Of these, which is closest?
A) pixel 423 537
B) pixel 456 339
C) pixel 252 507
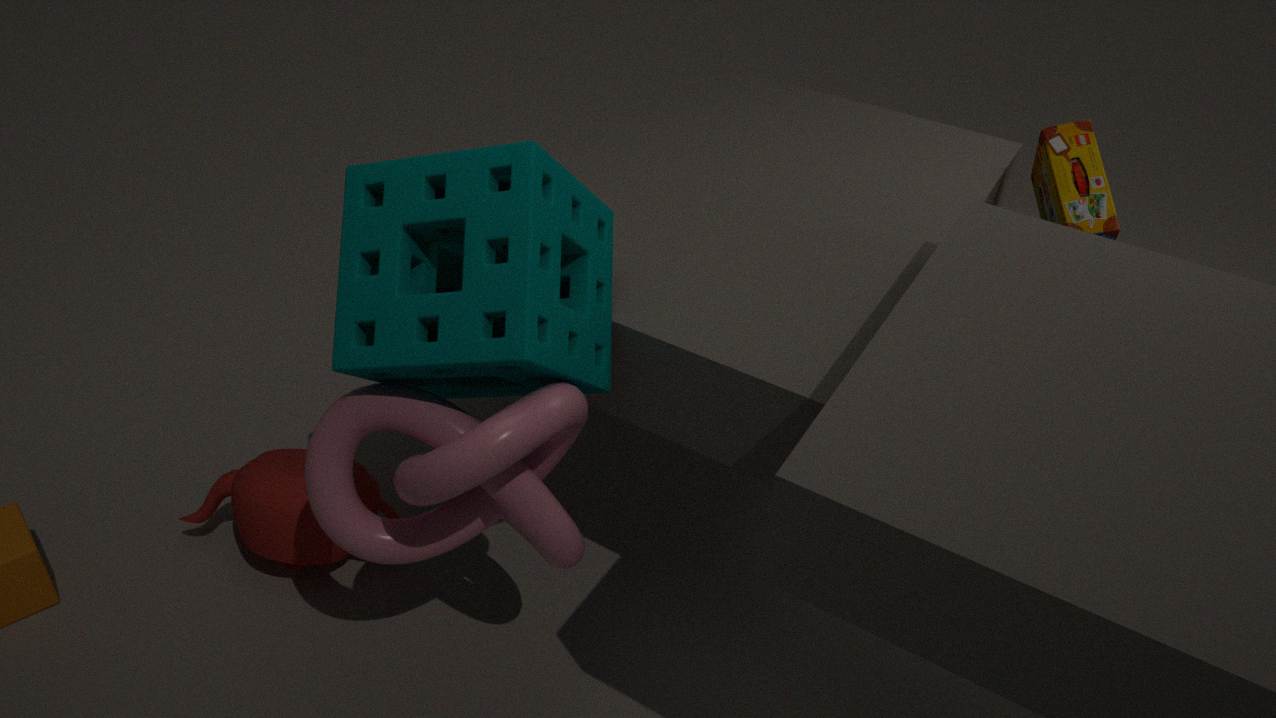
pixel 456 339
